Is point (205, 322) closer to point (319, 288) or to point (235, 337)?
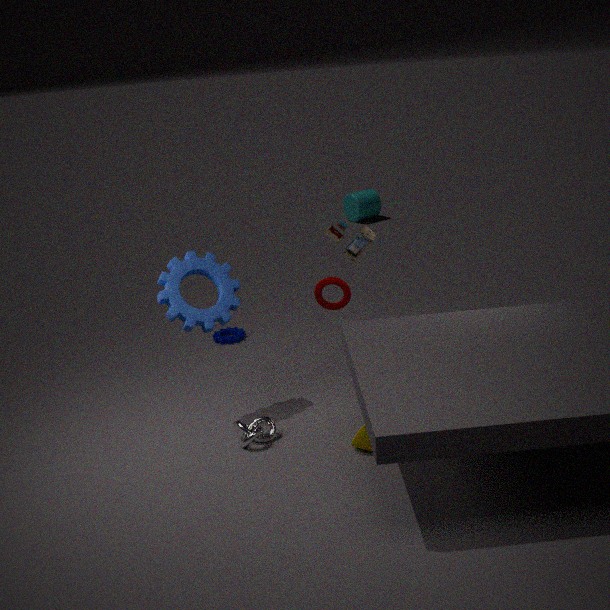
point (319, 288)
